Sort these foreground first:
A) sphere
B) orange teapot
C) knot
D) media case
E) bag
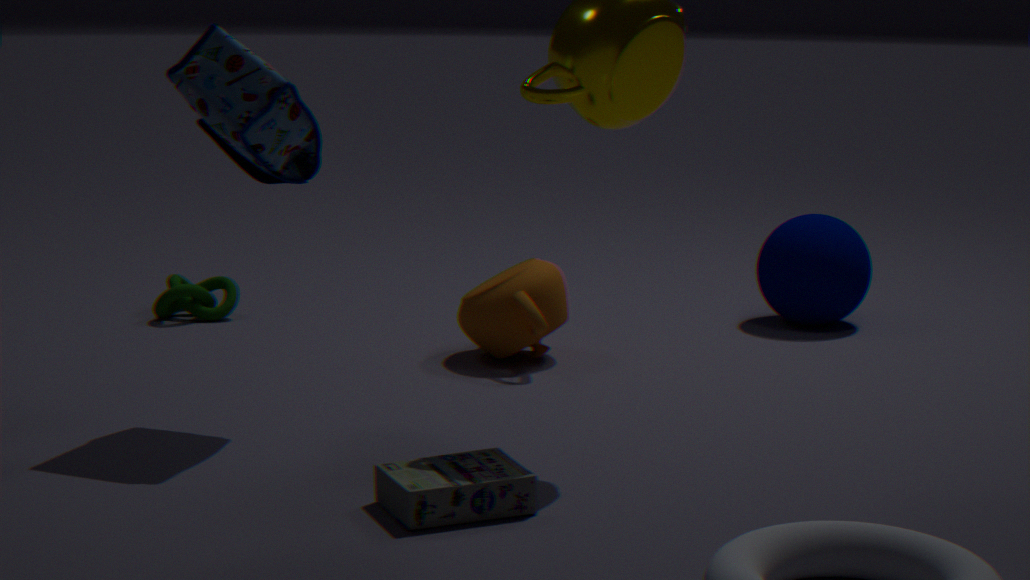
media case < bag < orange teapot < sphere < knot
